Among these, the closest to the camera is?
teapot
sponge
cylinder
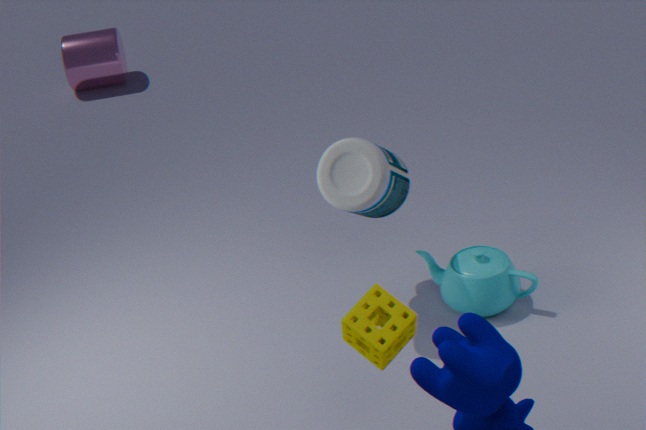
sponge
